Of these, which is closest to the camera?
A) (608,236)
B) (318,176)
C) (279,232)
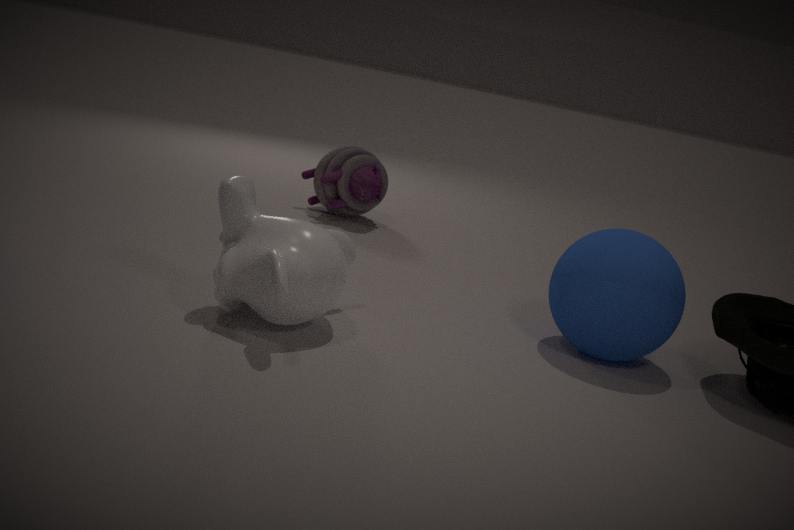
(279,232)
